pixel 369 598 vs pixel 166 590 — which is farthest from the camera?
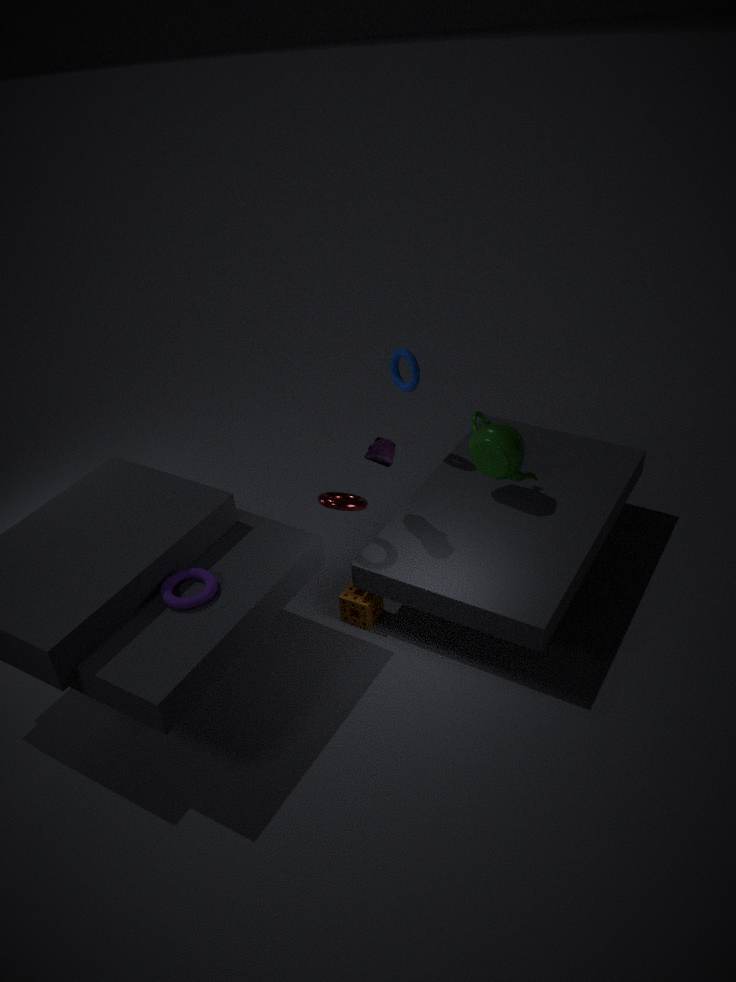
pixel 369 598
